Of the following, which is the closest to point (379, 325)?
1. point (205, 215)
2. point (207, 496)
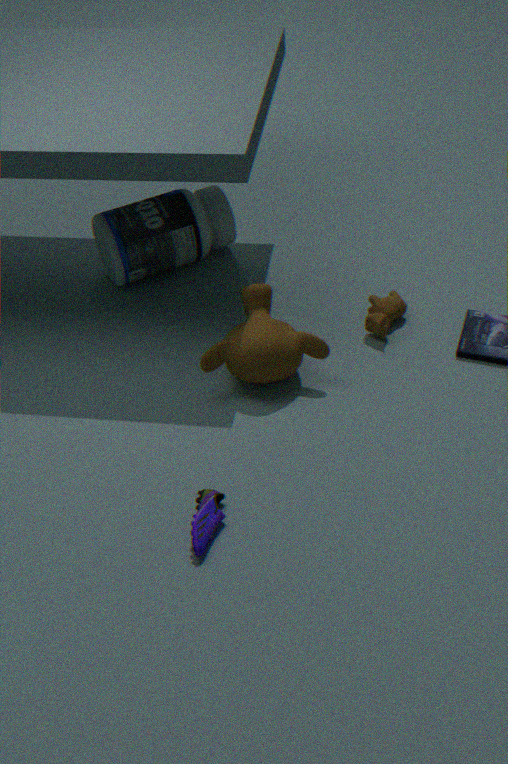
point (205, 215)
